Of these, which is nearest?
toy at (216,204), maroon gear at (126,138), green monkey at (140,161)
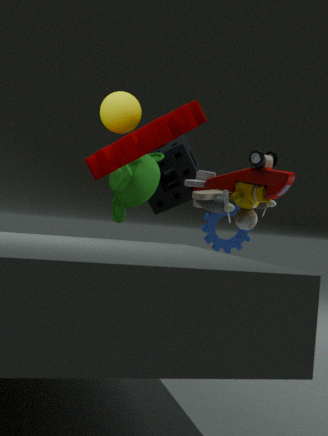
maroon gear at (126,138)
